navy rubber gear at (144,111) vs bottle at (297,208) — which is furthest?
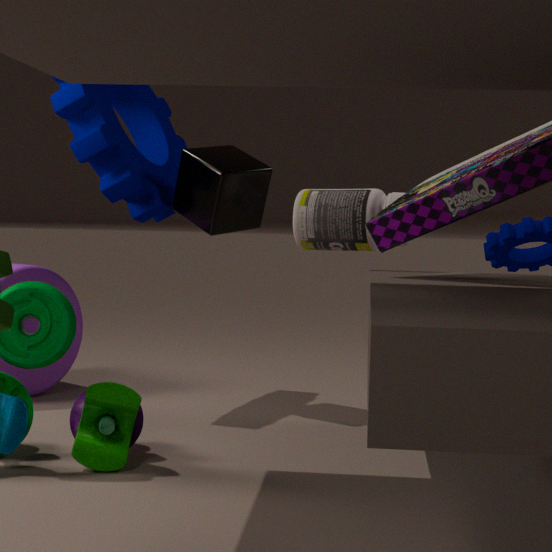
navy rubber gear at (144,111)
